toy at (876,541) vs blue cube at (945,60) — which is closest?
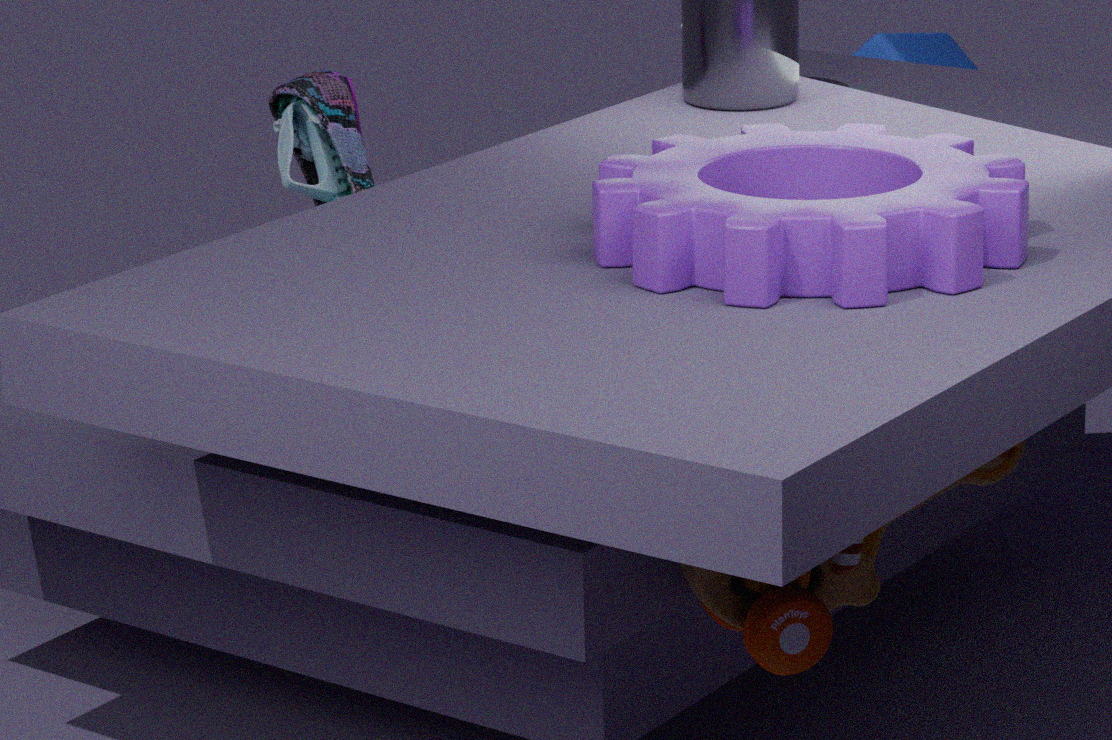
toy at (876,541)
